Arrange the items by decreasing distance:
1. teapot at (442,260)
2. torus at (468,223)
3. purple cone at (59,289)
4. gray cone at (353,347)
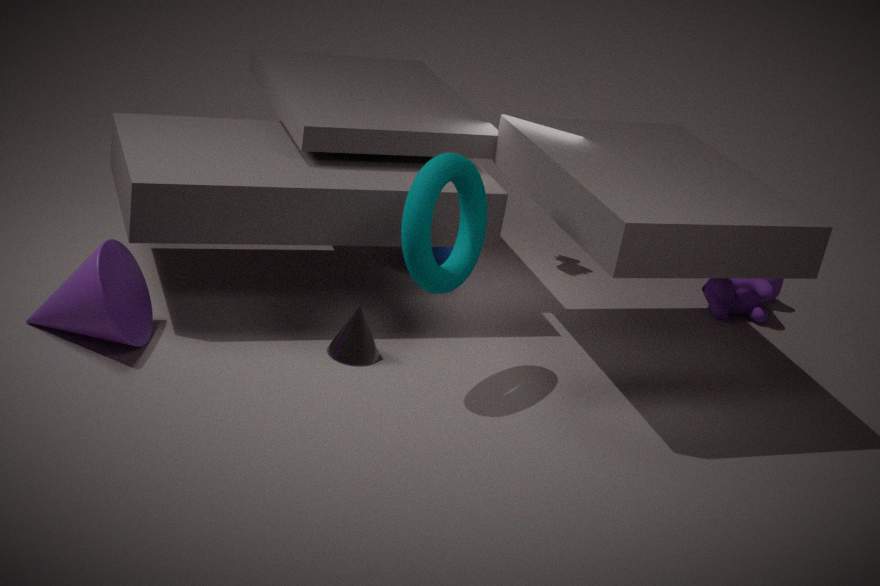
teapot at (442,260), gray cone at (353,347), purple cone at (59,289), torus at (468,223)
